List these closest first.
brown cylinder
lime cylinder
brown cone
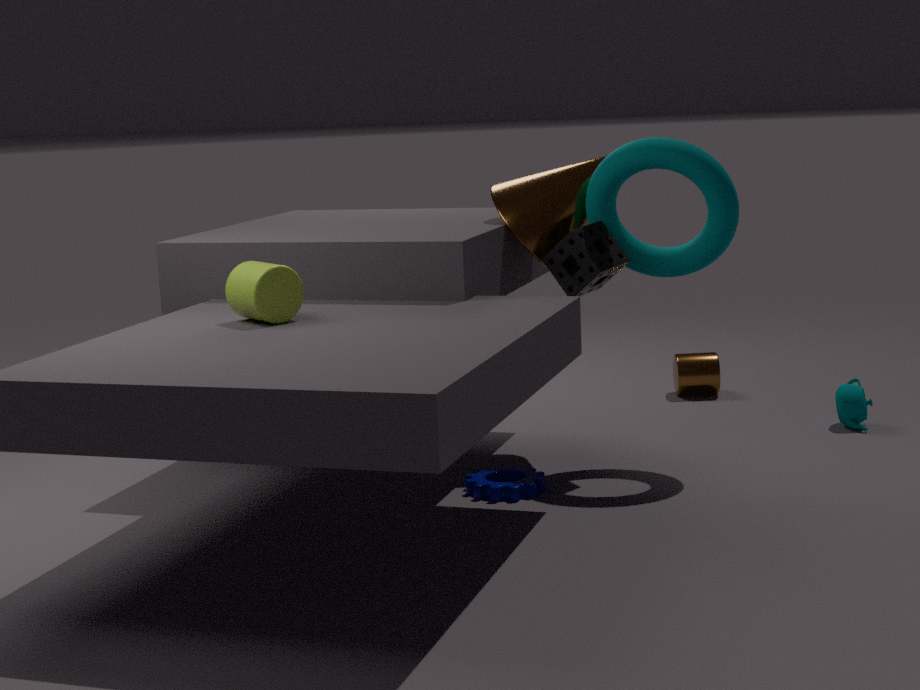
lime cylinder, brown cone, brown cylinder
